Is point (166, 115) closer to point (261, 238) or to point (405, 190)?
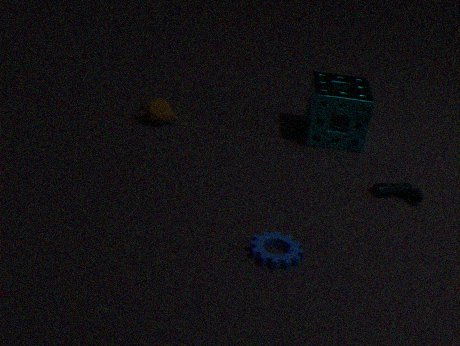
point (261, 238)
